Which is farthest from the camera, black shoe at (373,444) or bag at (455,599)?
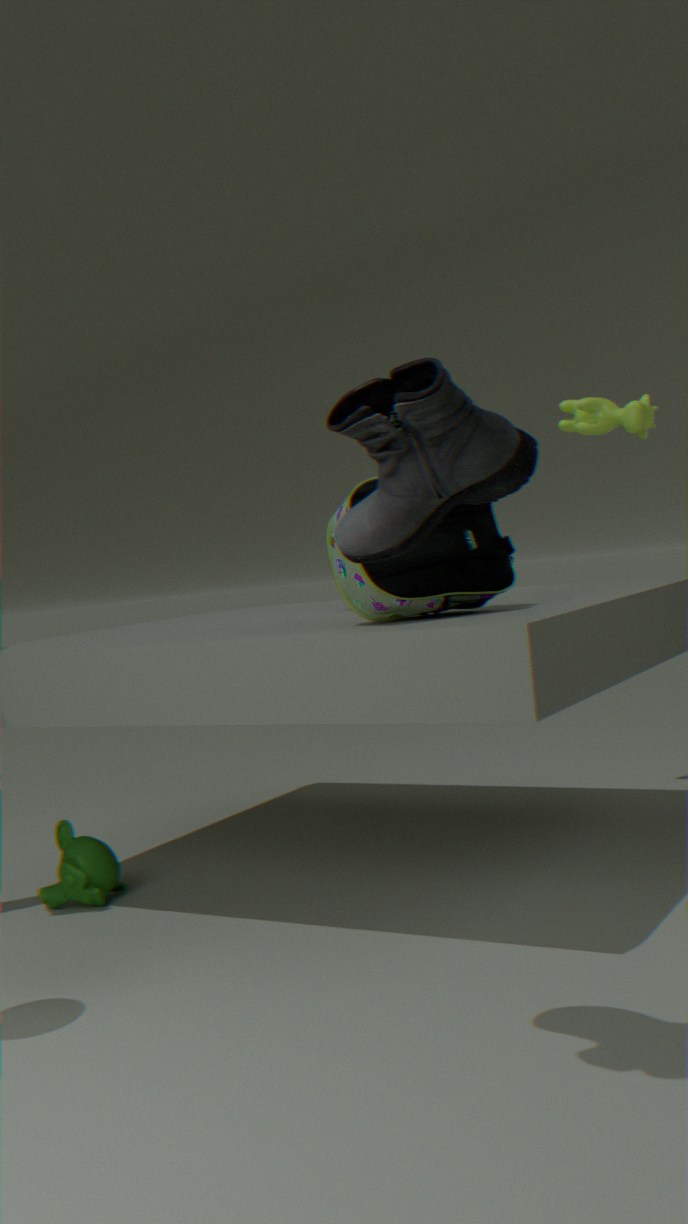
bag at (455,599)
